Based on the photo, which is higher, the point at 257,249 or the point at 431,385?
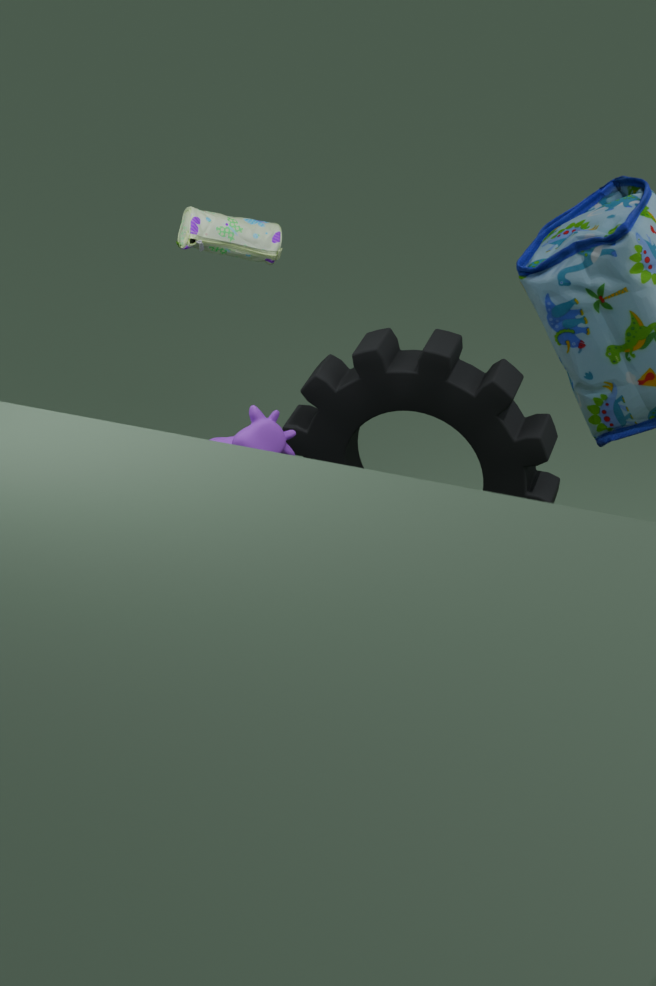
the point at 257,249
